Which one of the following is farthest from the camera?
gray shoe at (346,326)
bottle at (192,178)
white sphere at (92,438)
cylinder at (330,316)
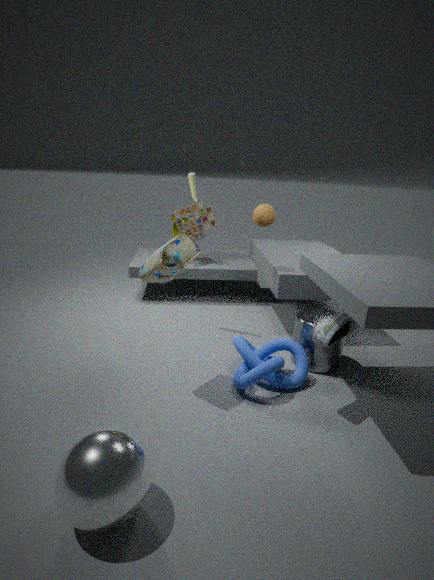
bottle at (192,178)
